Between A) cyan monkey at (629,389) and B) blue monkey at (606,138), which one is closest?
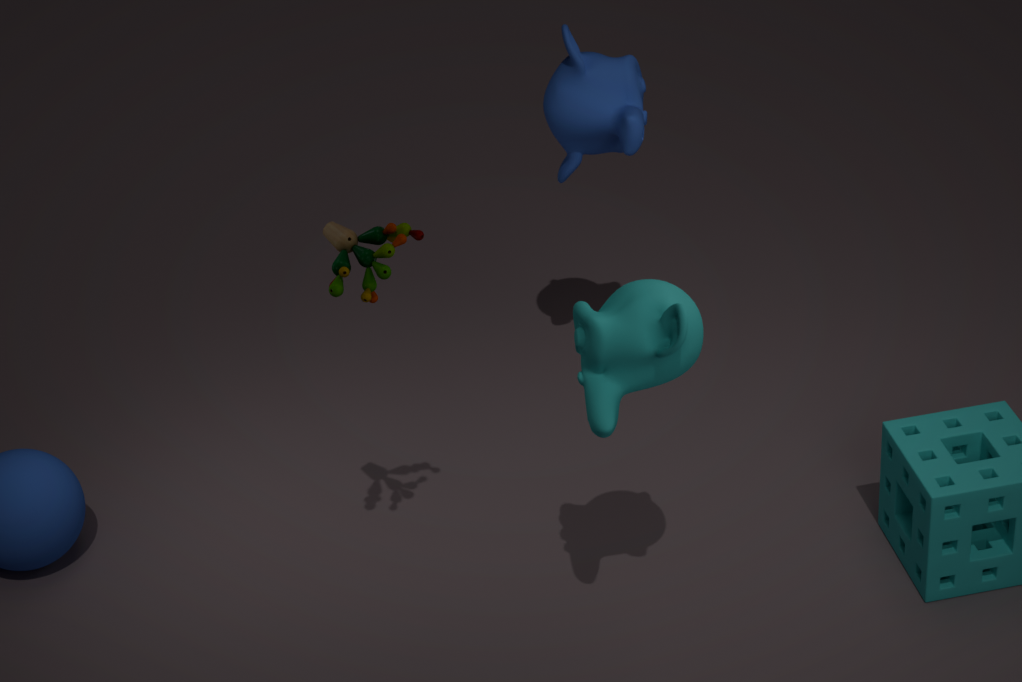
A. cyan monkey at (629,389)
